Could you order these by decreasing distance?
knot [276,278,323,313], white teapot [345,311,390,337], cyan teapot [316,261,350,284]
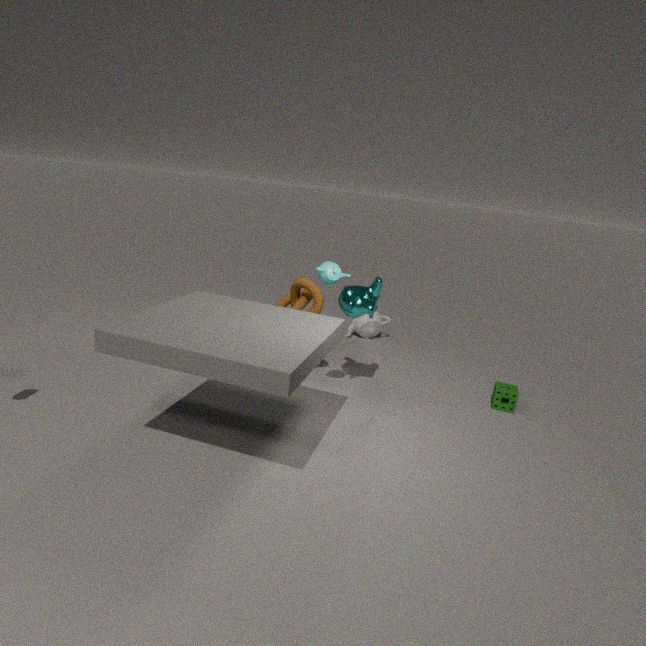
white teapot [345,311,390,337] < knot [276,278,323,313] < cyan teapot [316,261,350,284]
